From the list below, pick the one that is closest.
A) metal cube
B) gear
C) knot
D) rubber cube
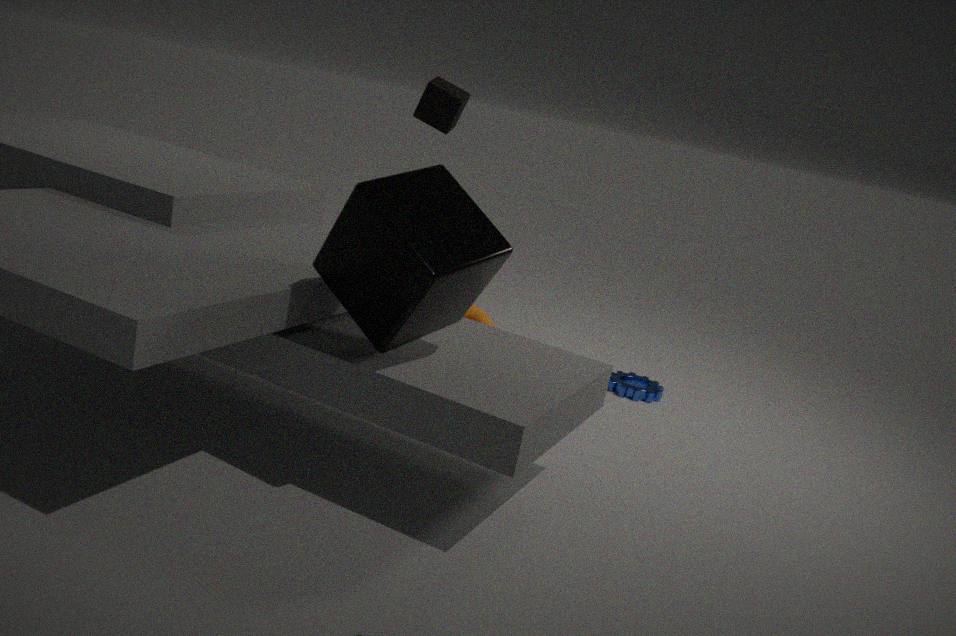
A. metal cube
